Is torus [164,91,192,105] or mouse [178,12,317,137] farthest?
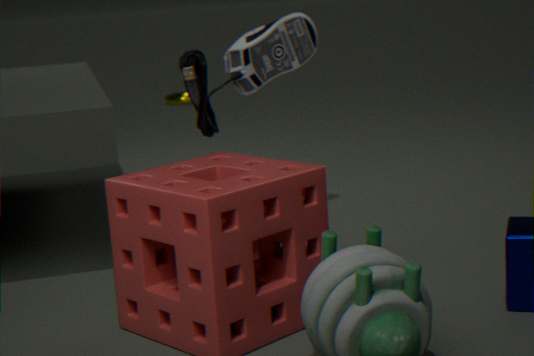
torus [164,91,192,105]
